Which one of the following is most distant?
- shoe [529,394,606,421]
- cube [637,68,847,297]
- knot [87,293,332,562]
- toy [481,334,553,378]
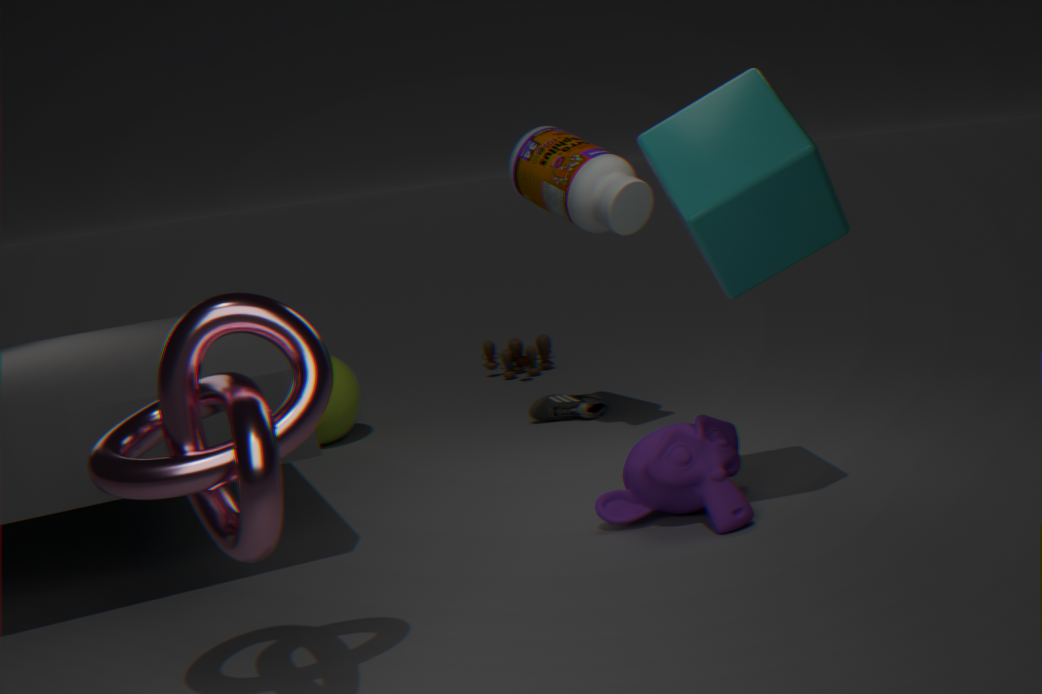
toy [481,334,553,378]
